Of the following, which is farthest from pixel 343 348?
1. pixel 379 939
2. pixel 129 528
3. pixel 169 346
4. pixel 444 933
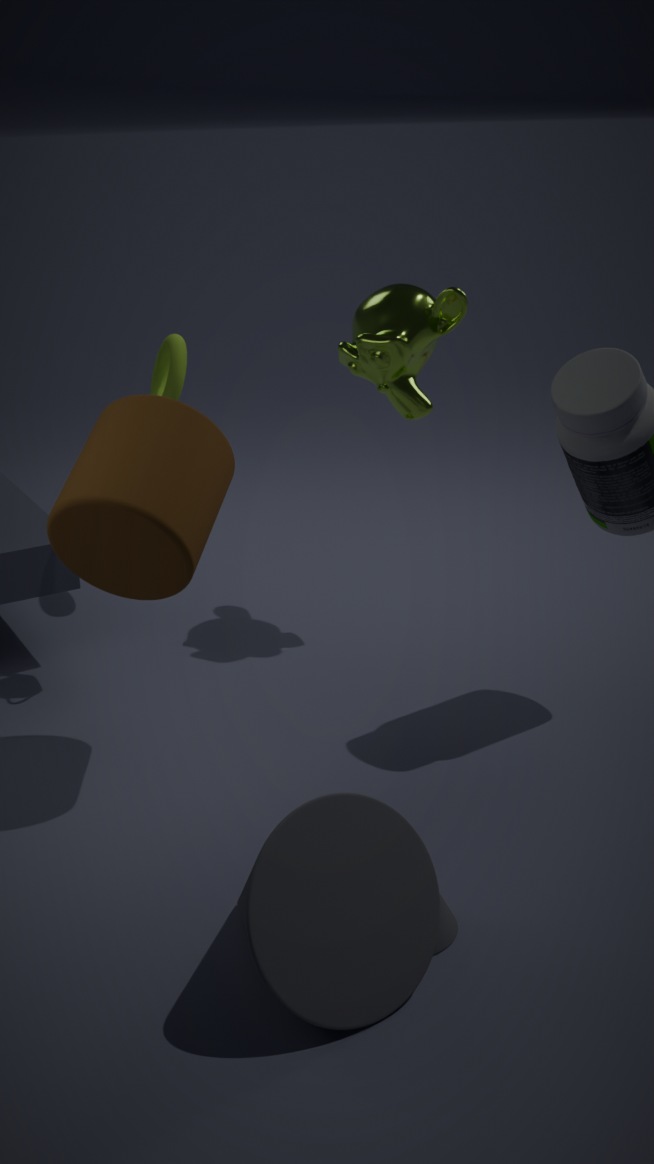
pixel 379 939
